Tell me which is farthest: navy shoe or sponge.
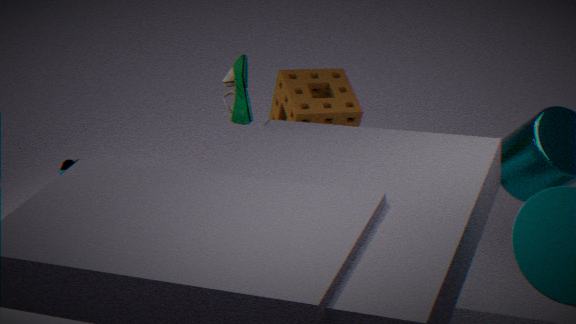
navy shoe
